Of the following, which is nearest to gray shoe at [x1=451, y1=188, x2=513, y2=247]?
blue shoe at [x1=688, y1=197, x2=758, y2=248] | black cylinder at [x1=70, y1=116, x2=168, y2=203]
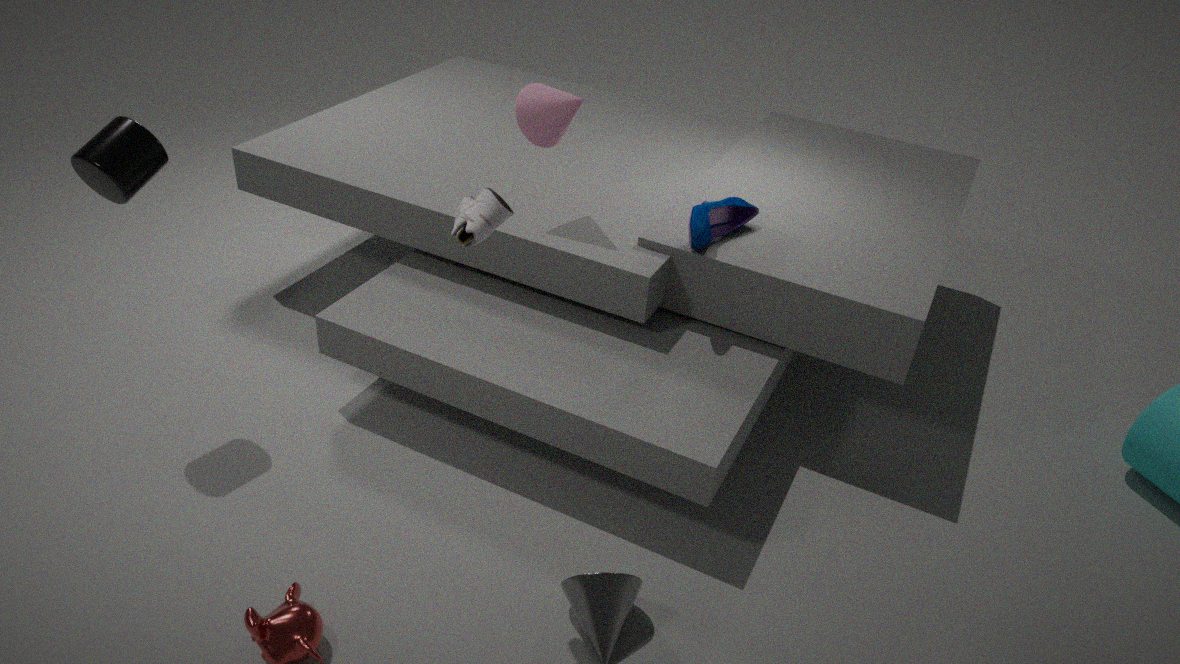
blue shoe at [x1=688, y1=197, x2=758, y2=248]
